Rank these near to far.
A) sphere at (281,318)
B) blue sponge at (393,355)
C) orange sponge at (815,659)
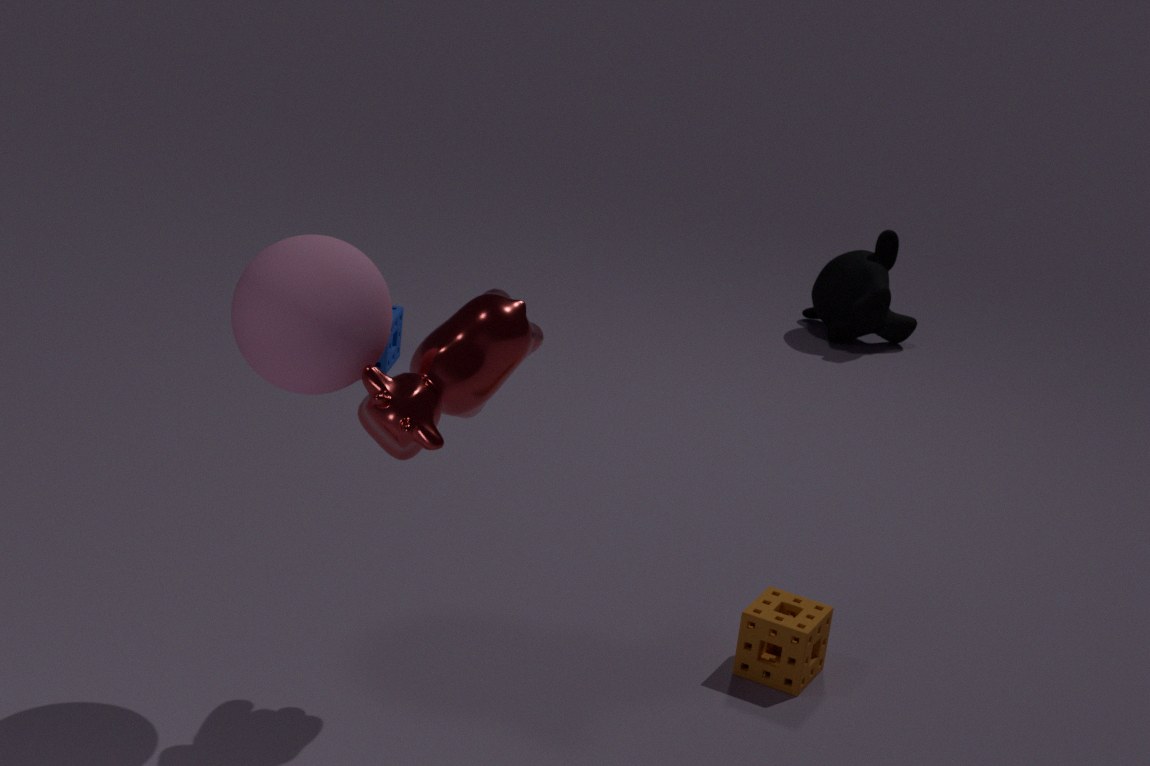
sphere at (281,318), orange sponge at (815,659), blue sponge at (393,355)
